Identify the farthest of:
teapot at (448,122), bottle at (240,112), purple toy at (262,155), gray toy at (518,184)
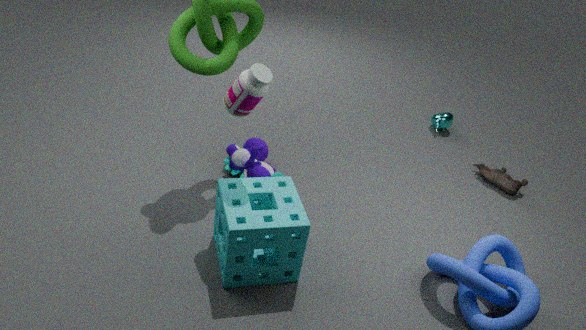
teapot at (448,122)
